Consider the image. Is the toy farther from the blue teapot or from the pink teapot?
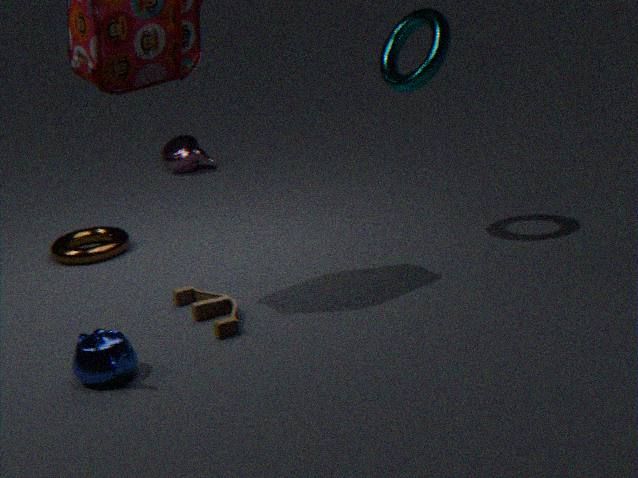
the pink teapot
